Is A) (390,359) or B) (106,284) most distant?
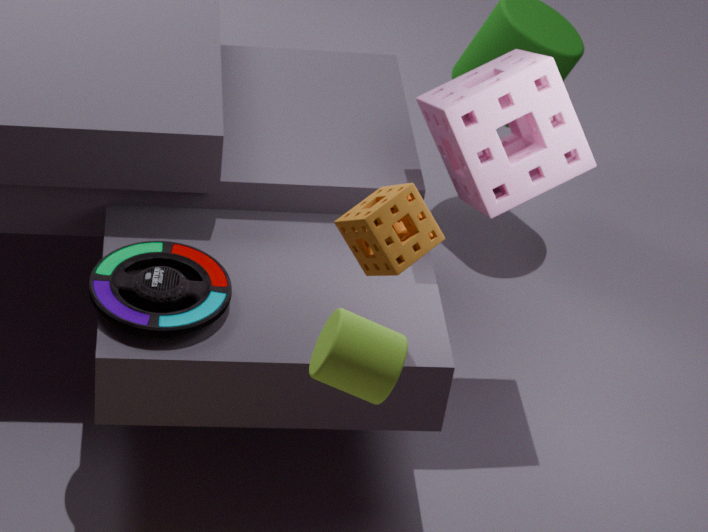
B. (106,284)
